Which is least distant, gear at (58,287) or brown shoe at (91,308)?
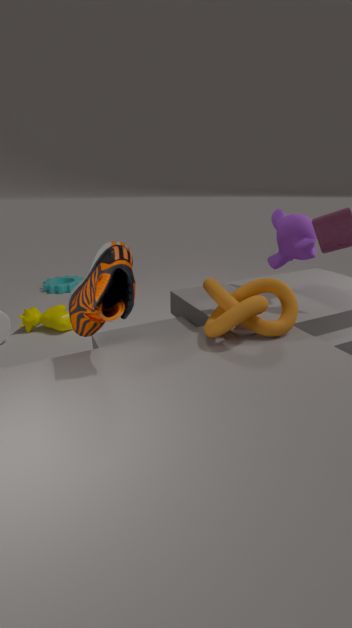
brown shoe at (91,308)
